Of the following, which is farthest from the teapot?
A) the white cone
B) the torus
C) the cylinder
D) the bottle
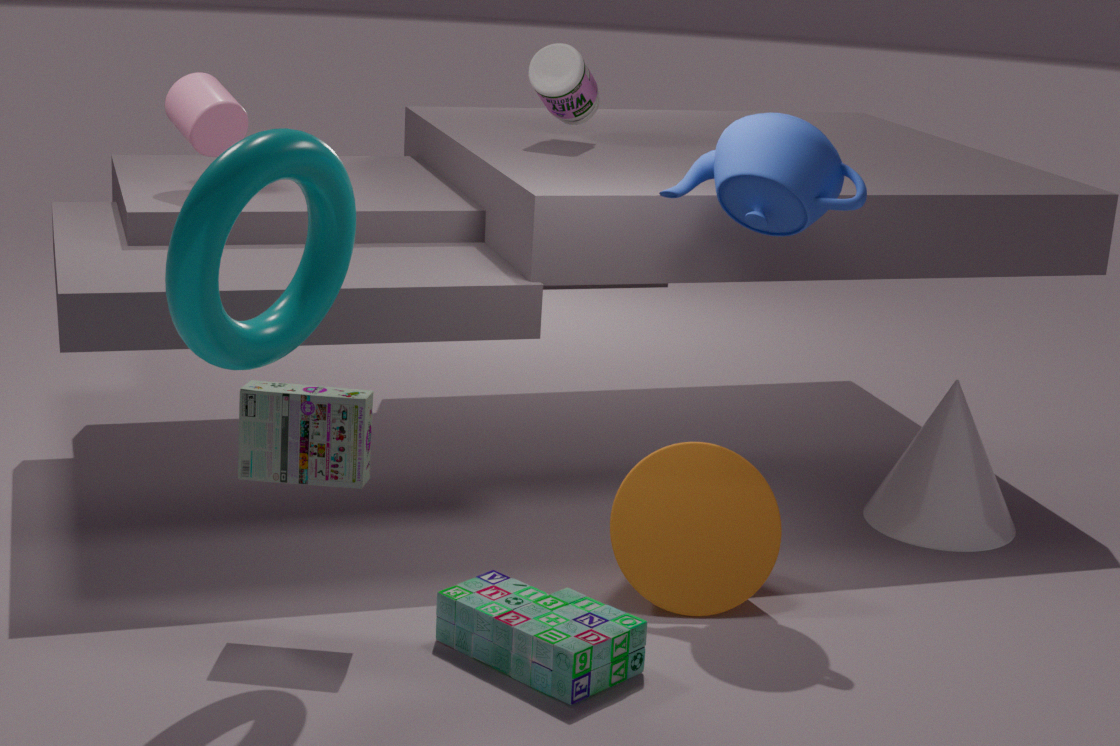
the cylinder
